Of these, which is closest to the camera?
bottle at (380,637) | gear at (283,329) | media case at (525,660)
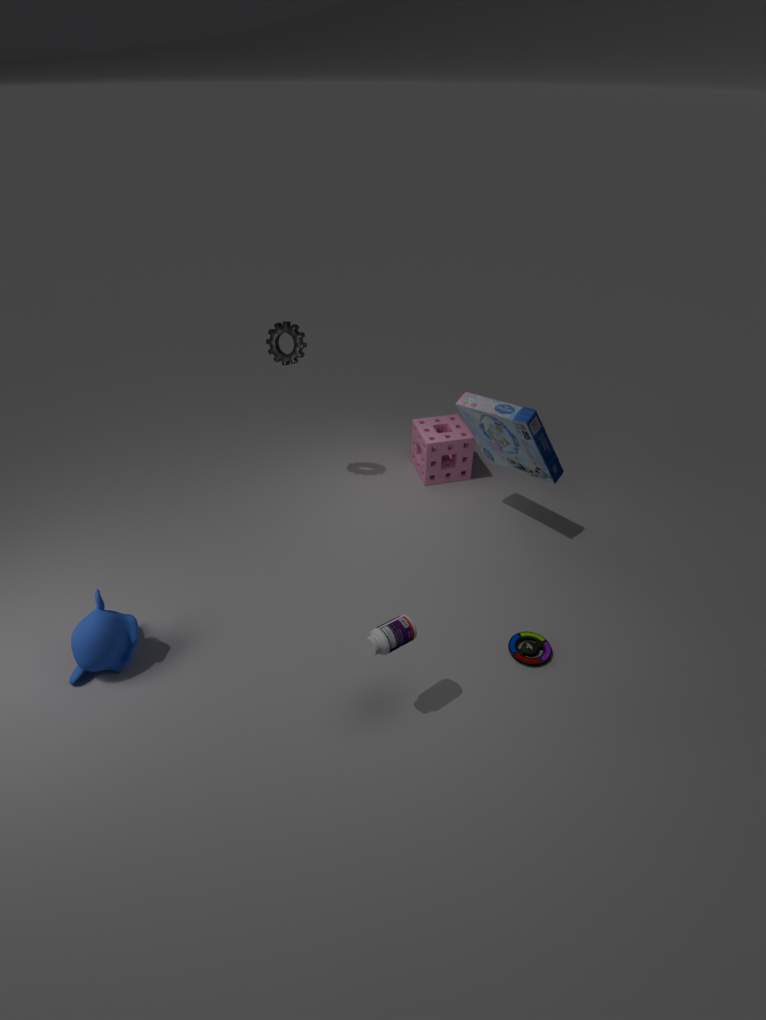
bottle at (380,637)
